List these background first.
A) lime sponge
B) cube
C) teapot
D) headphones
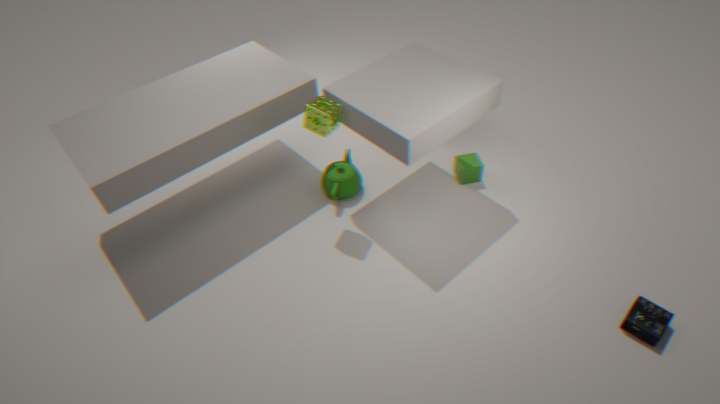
cube
teapot
lime sponge
headphones
